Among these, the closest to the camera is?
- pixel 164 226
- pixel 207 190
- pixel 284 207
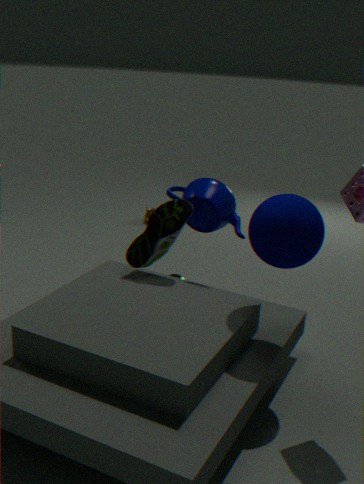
pixel 284 207
